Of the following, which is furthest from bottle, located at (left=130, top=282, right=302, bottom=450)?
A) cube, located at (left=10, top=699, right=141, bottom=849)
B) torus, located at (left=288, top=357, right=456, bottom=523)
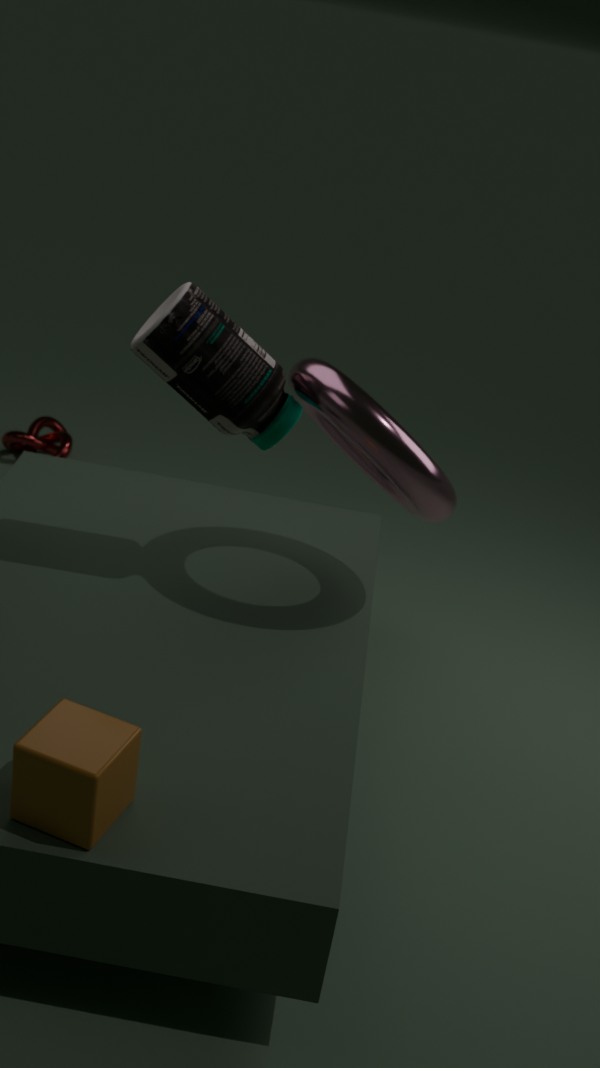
cube, located at (left=10, top=699, right=141, bottom=849)
